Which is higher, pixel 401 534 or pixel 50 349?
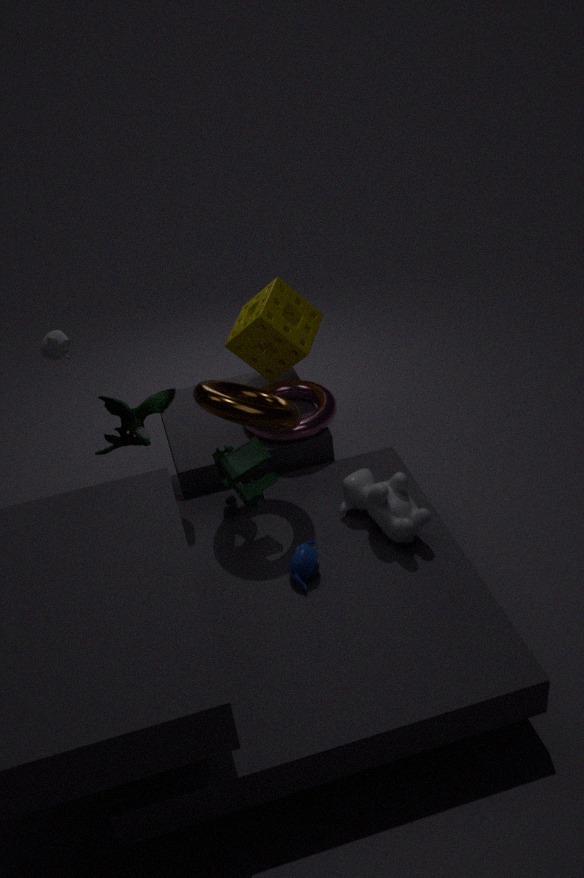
pixel 50 349
